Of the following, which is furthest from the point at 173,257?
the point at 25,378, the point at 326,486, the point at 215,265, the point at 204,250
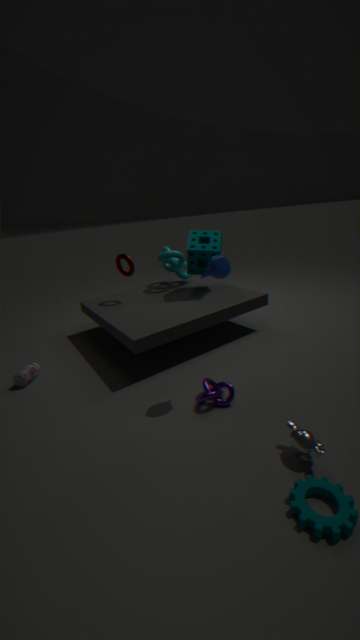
the point at 326,486
